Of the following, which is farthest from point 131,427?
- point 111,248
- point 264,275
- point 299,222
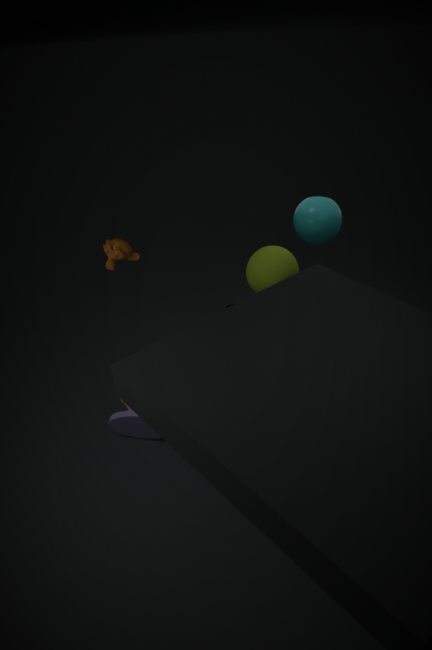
point 299,222
